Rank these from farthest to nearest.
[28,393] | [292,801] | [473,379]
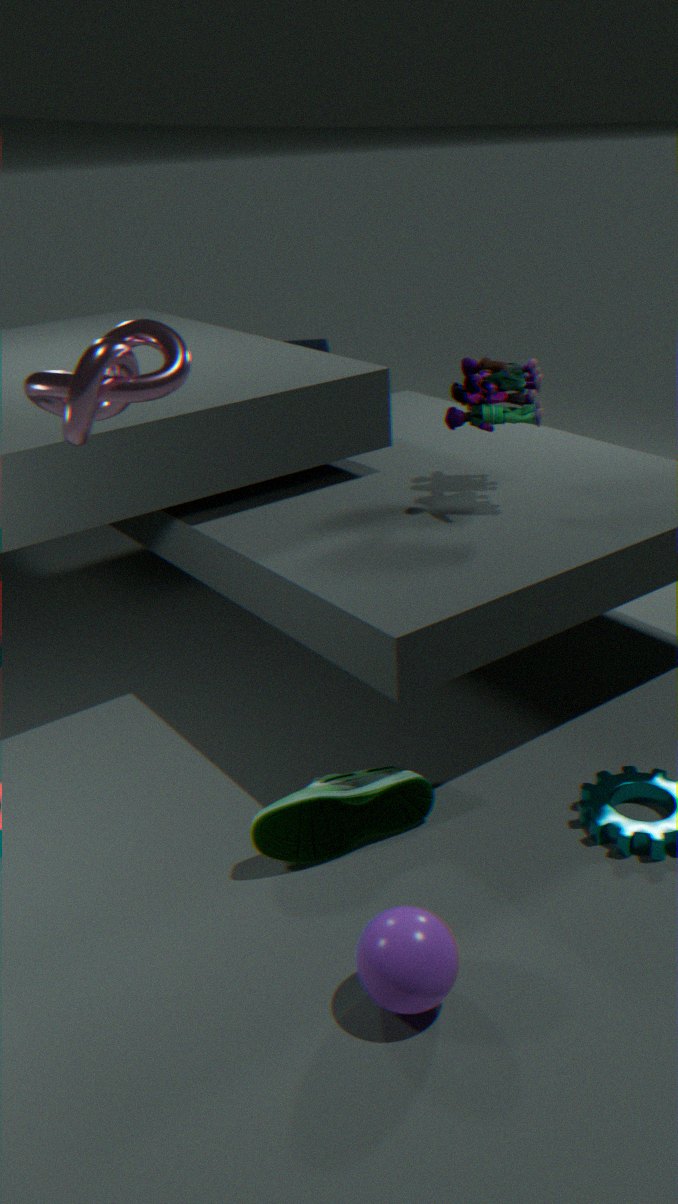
[473,379] < [292,801] < [28,393]
